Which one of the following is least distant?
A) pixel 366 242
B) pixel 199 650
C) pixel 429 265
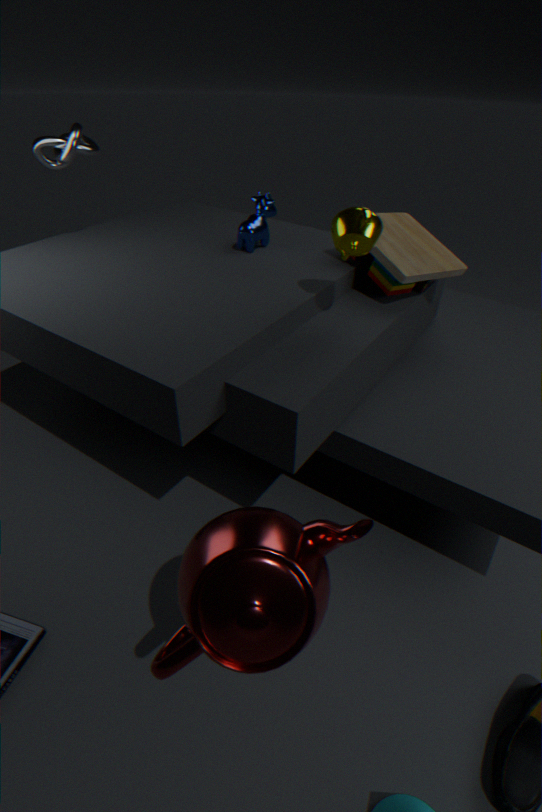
pixel 199 650
